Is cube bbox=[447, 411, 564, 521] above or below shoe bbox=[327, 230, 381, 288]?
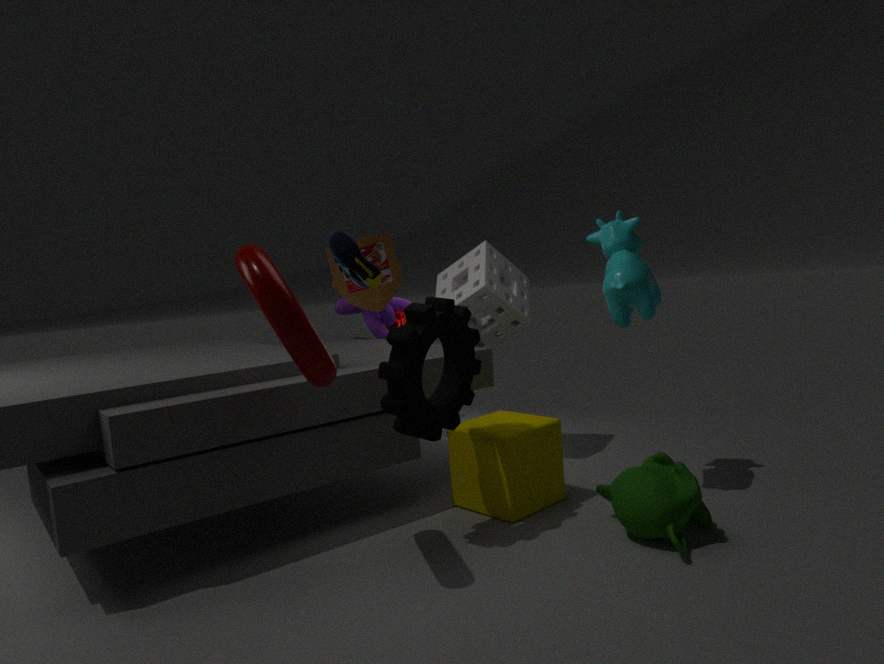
below
